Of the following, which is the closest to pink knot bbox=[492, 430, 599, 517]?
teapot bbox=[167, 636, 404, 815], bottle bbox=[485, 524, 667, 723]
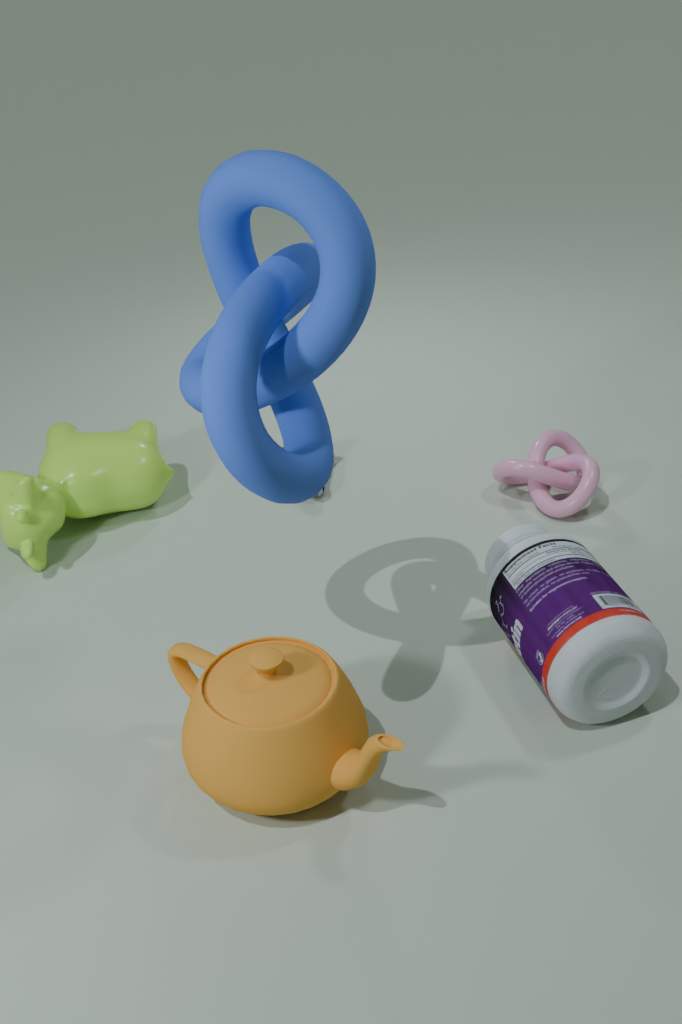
bottle bbox=[485, 524, 667, 723]
